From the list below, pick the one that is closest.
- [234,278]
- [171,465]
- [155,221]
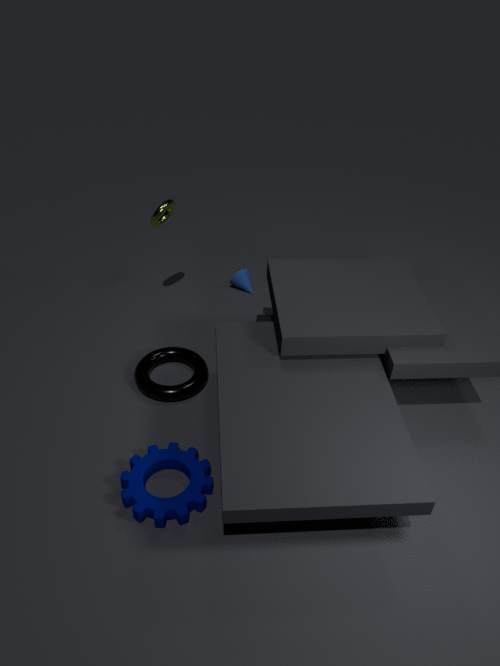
[171,465]
